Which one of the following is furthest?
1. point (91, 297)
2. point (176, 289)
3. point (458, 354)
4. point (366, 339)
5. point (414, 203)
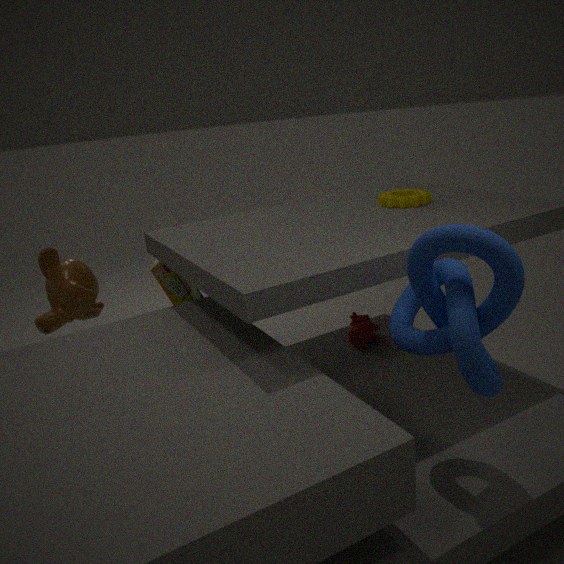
point (176, 289)
